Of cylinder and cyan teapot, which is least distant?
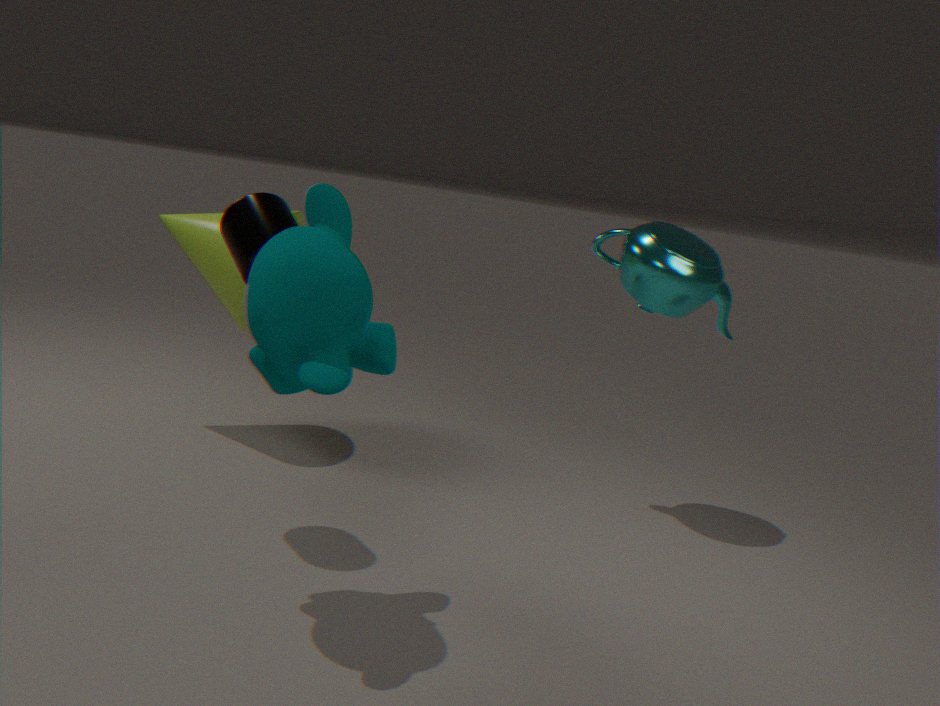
cylinder
